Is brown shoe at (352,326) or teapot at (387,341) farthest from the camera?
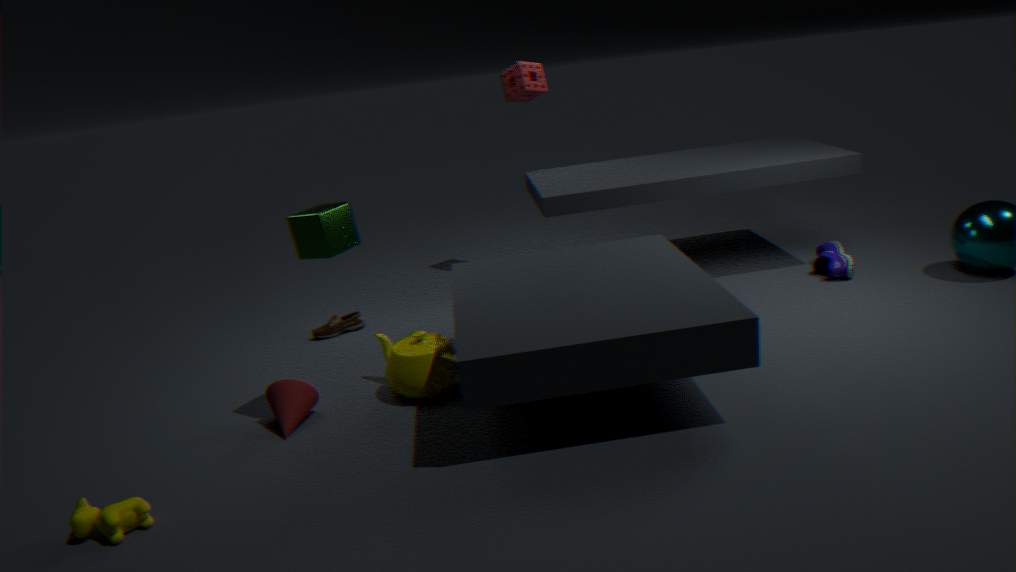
brown shoe at (352,326)
